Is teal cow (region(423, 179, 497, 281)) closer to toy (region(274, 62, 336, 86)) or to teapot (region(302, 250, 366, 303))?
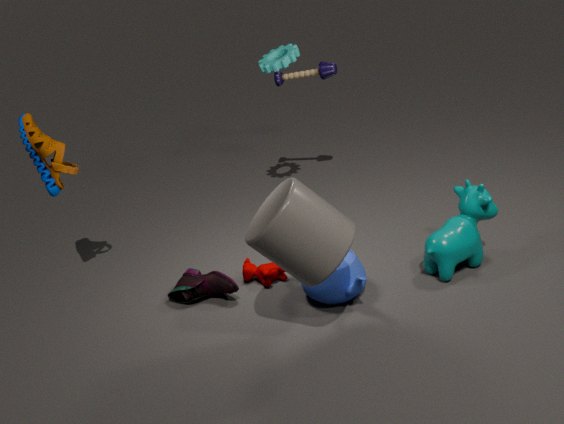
teapot (region(302, 250, 366, 303))
